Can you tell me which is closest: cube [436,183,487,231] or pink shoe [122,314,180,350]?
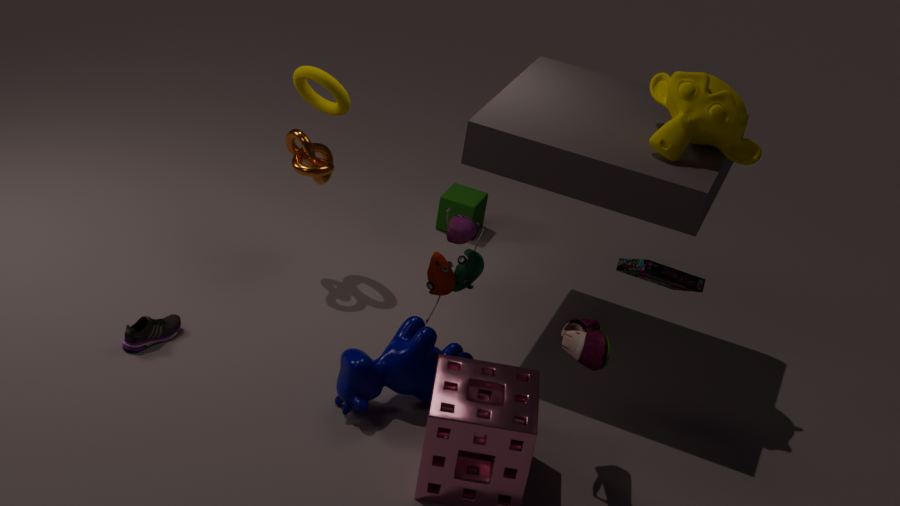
pink shoe [122,314,180,350]
